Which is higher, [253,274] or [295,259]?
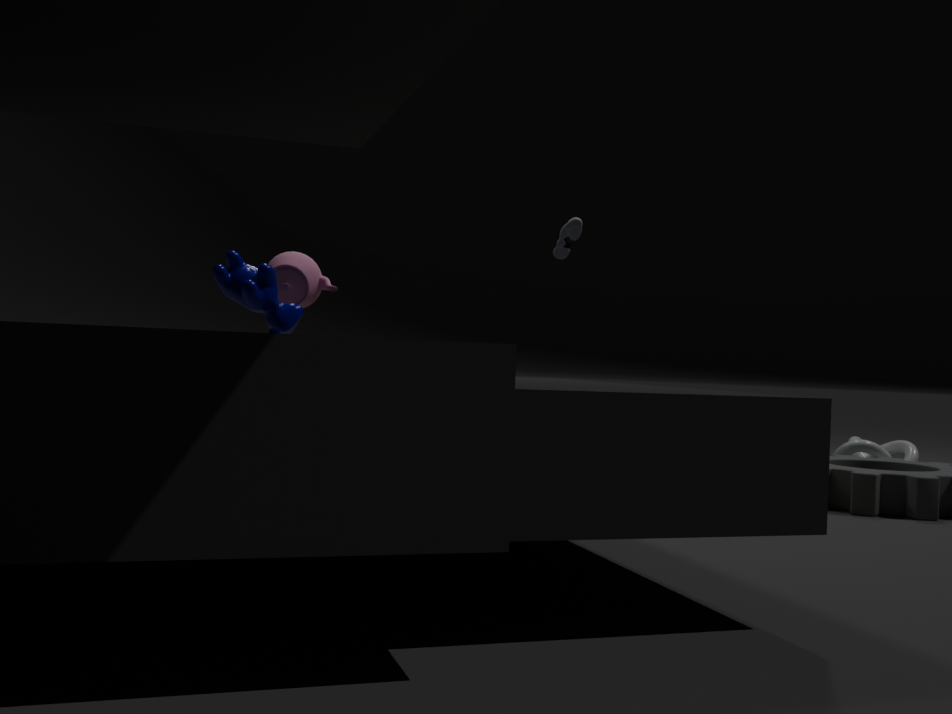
[295,259]
